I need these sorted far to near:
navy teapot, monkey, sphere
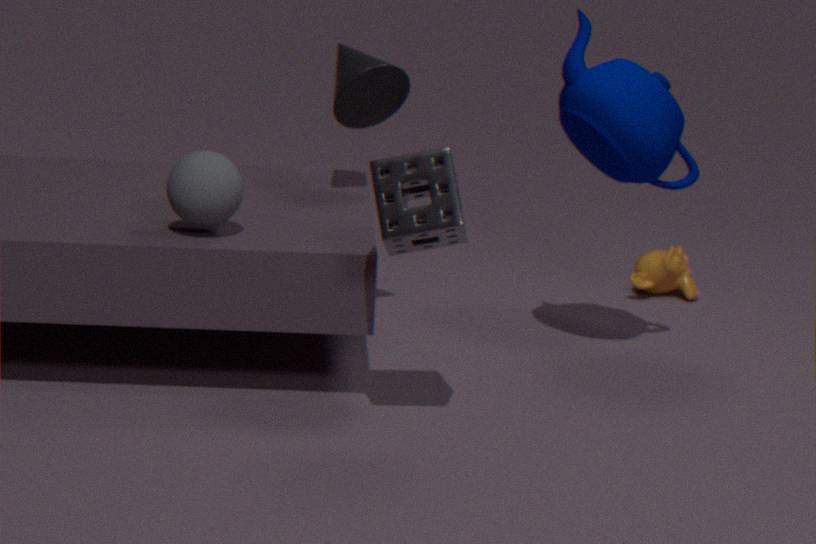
monkey → navy teapot → sphere
